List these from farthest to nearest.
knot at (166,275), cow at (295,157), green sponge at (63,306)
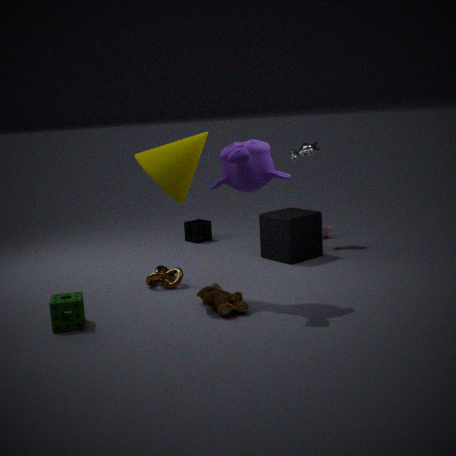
cow at (295,157) < knot at (166,275) < green sponge at (63,306)
